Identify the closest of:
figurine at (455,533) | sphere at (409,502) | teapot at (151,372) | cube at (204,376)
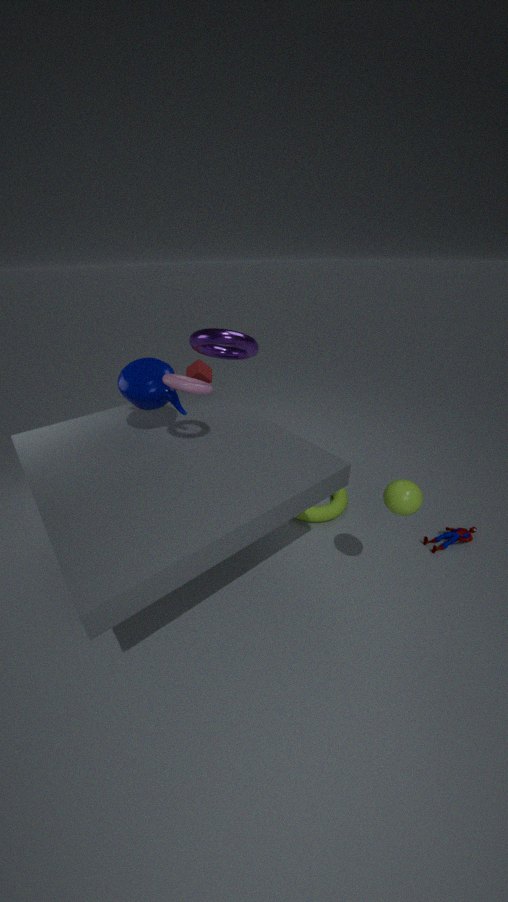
sphere at (409,502)
